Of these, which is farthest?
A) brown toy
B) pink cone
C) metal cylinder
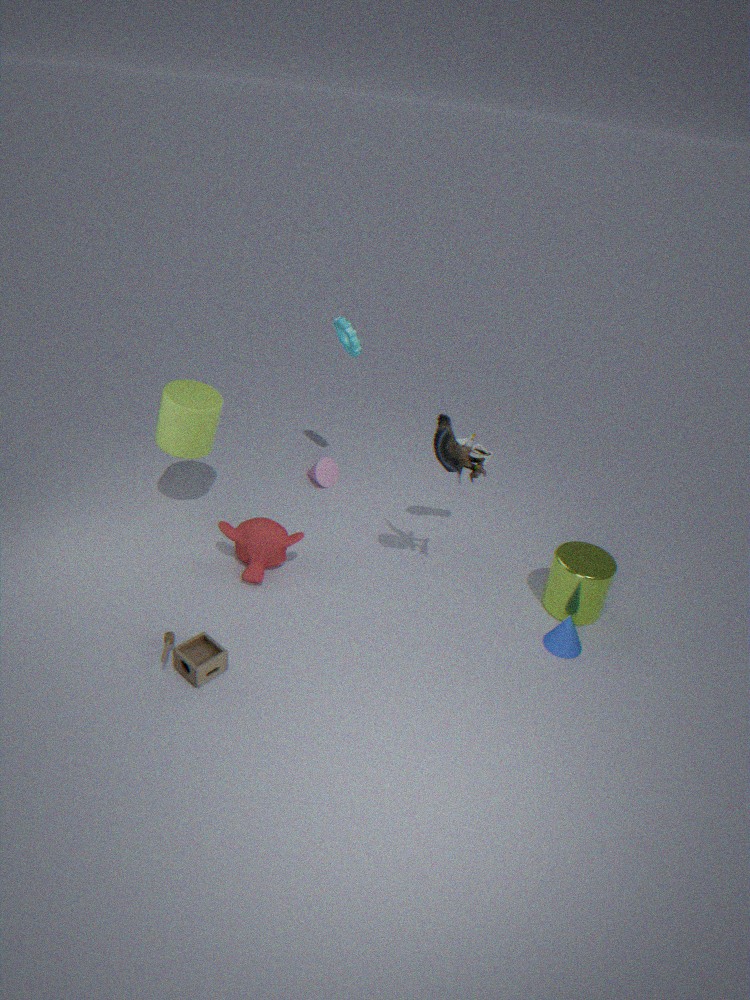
pink cone
